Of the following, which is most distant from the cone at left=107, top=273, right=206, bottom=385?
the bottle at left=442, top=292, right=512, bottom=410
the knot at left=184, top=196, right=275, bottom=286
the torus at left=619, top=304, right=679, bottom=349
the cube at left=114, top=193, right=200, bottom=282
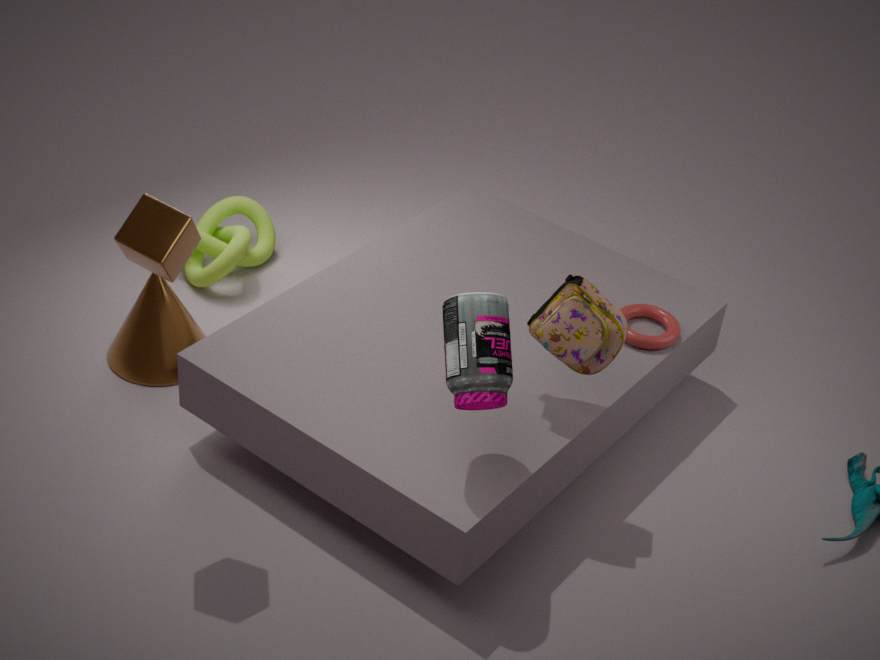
the torus at left=619, top=304, right=679, bottom=349
